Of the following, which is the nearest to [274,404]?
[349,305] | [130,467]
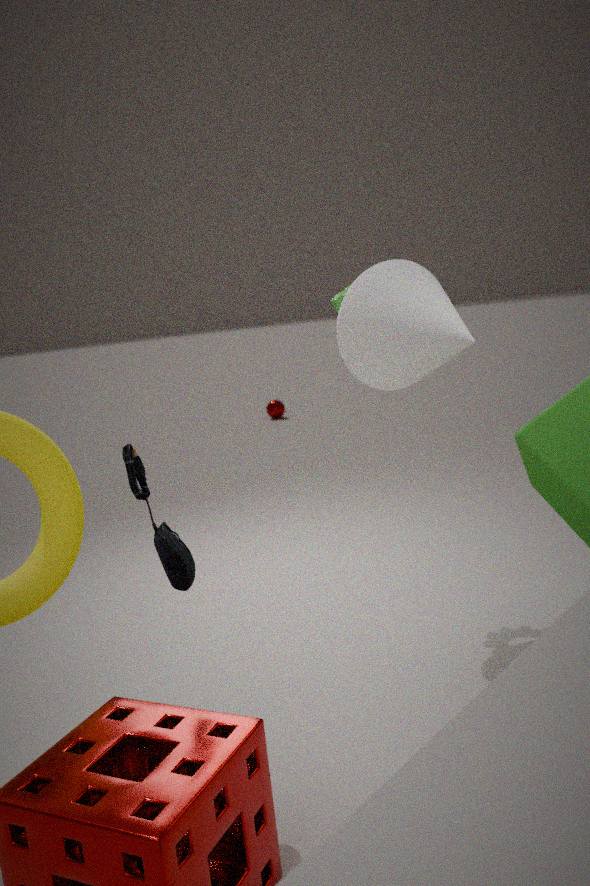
[349,305]
